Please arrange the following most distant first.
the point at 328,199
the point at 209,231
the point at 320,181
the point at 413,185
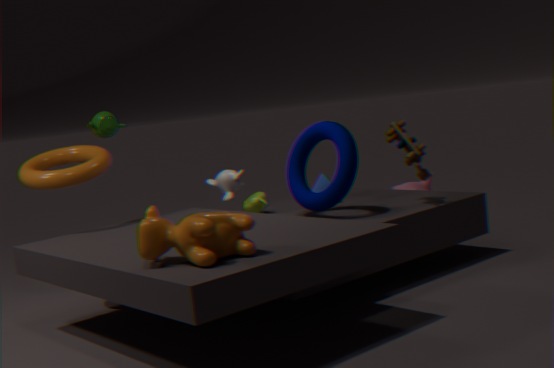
1. the point at 413,185
2. the point at 320,181
3. the point at 328,199
4. the point at 209,231
